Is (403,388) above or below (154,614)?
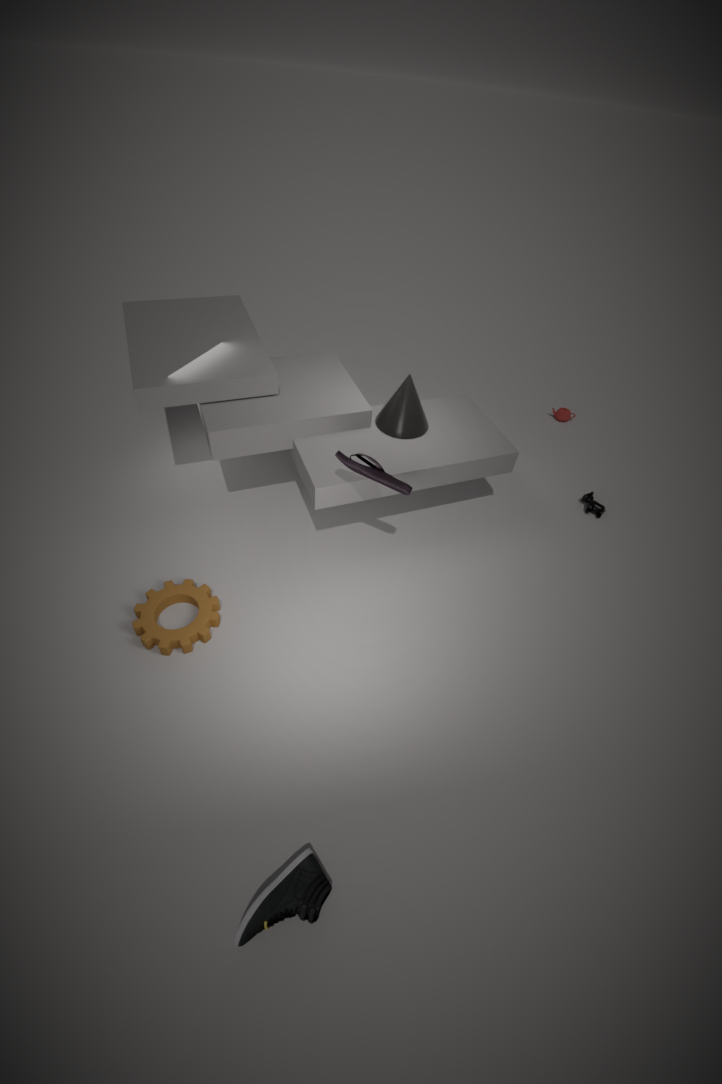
above
